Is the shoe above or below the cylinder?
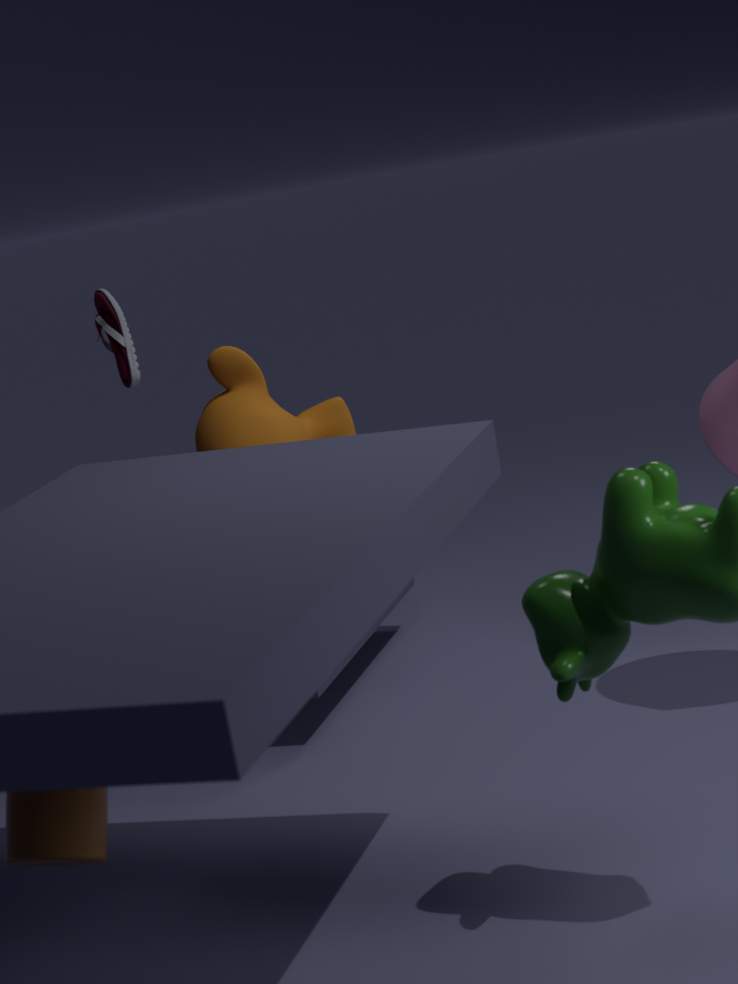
above
